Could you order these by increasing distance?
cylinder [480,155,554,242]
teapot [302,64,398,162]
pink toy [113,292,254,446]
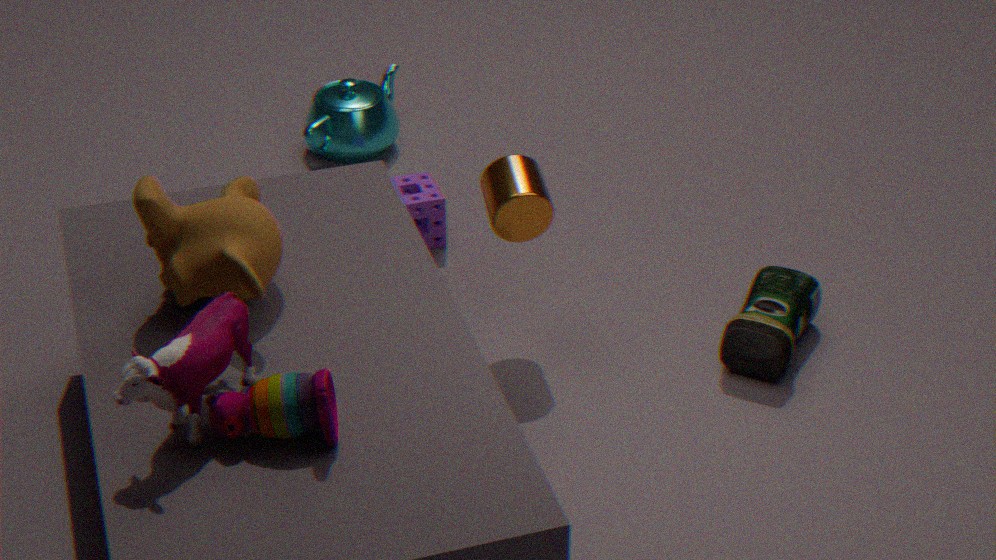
pink toy [113,292,254,446] → cylinder [480,155,554,242] → teapot [302,64,398,162]
